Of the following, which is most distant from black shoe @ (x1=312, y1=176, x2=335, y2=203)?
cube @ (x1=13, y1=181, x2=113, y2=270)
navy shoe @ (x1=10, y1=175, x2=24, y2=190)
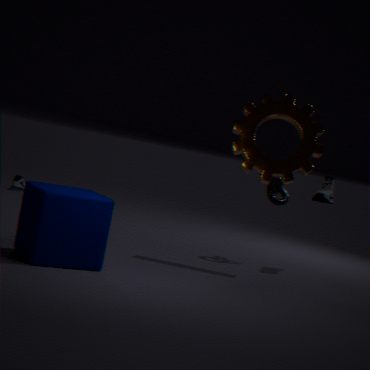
navy shoe @ (x1=10, y1=175, x2=24, y2=190)
